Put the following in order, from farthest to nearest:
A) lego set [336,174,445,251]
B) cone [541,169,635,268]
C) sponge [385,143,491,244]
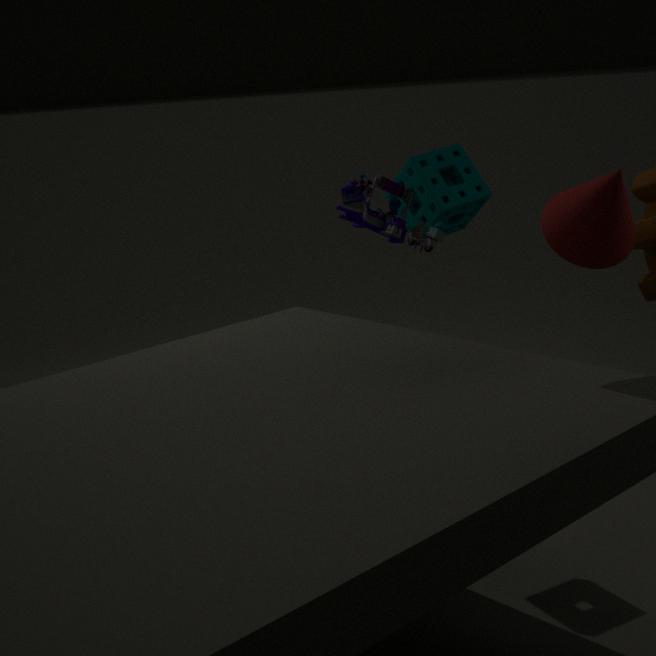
sponge [385,143,491,244], cone [541,169,635,268], lego set [336,174,445,251]
